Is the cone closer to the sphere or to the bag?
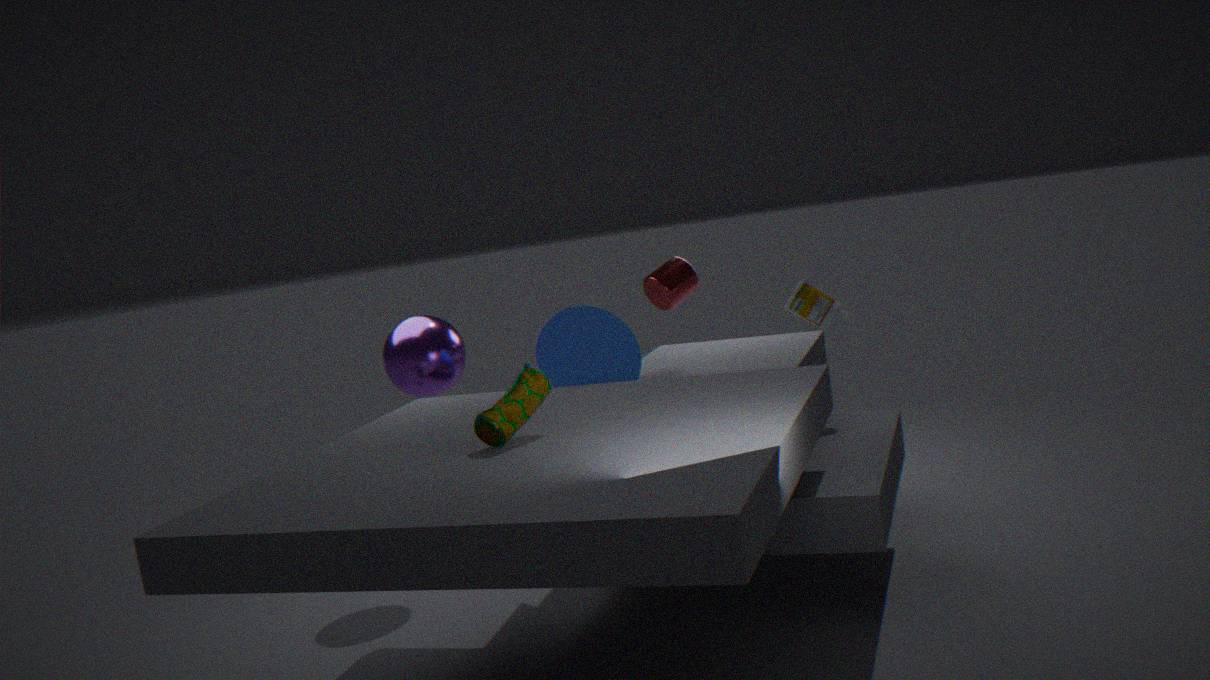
the sphere
